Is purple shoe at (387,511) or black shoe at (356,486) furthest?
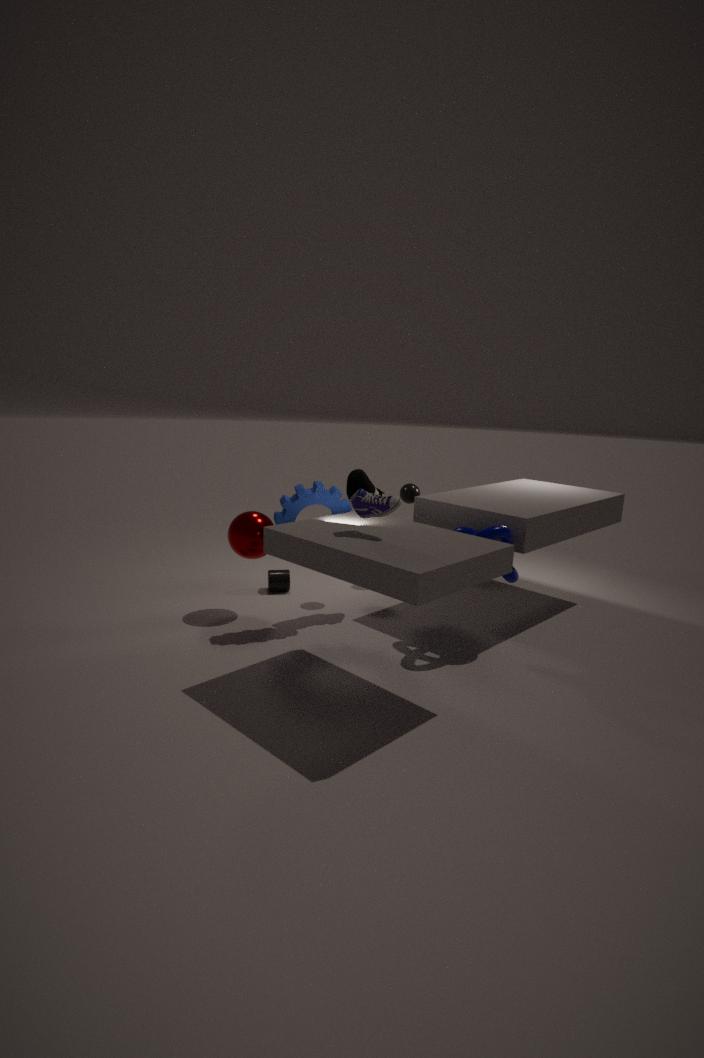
black shoe at (356,486)
